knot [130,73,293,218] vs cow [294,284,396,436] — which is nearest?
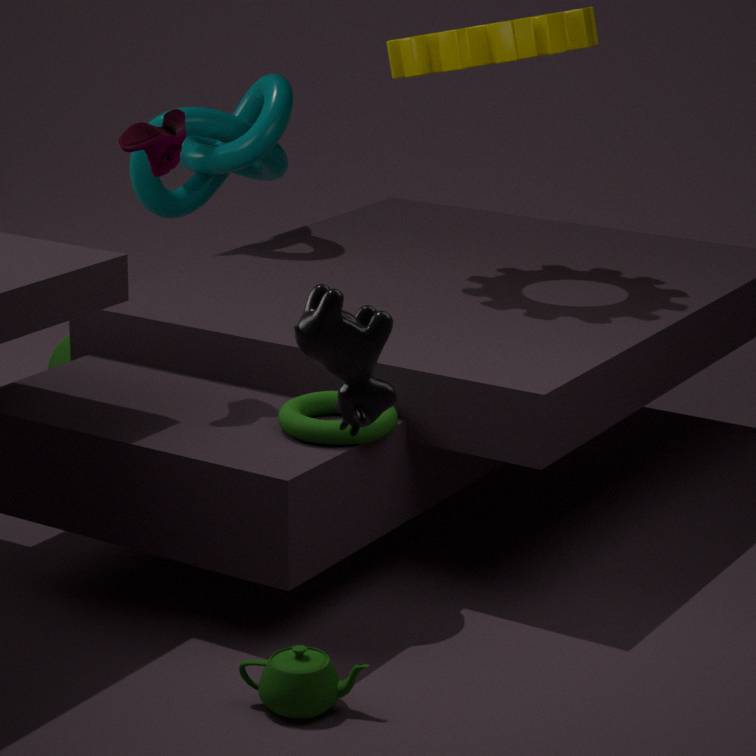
cow [294,284,396,436]
